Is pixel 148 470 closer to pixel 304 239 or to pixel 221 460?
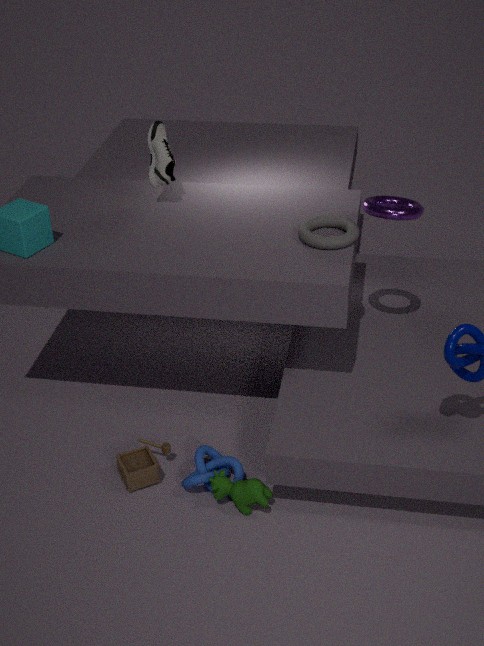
pixel 221 460
